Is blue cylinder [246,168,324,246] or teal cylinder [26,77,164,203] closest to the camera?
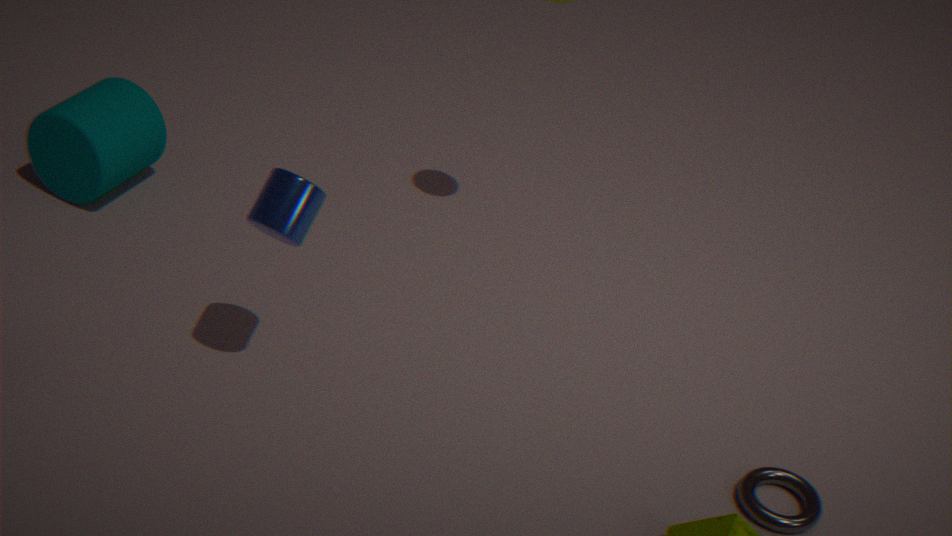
blue cylinder [246,168,324,246]
